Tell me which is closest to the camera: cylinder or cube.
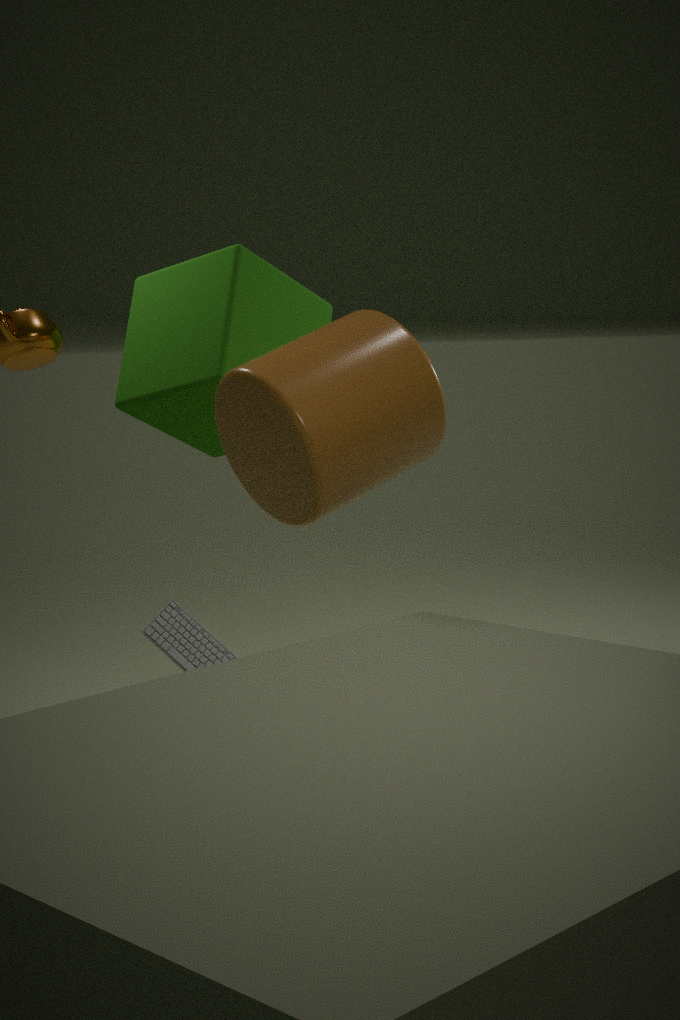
cylinder
